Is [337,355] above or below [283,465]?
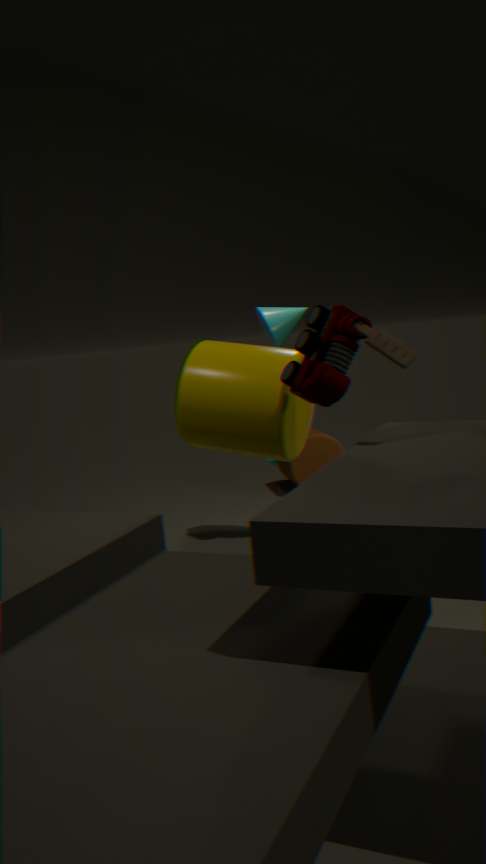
above
